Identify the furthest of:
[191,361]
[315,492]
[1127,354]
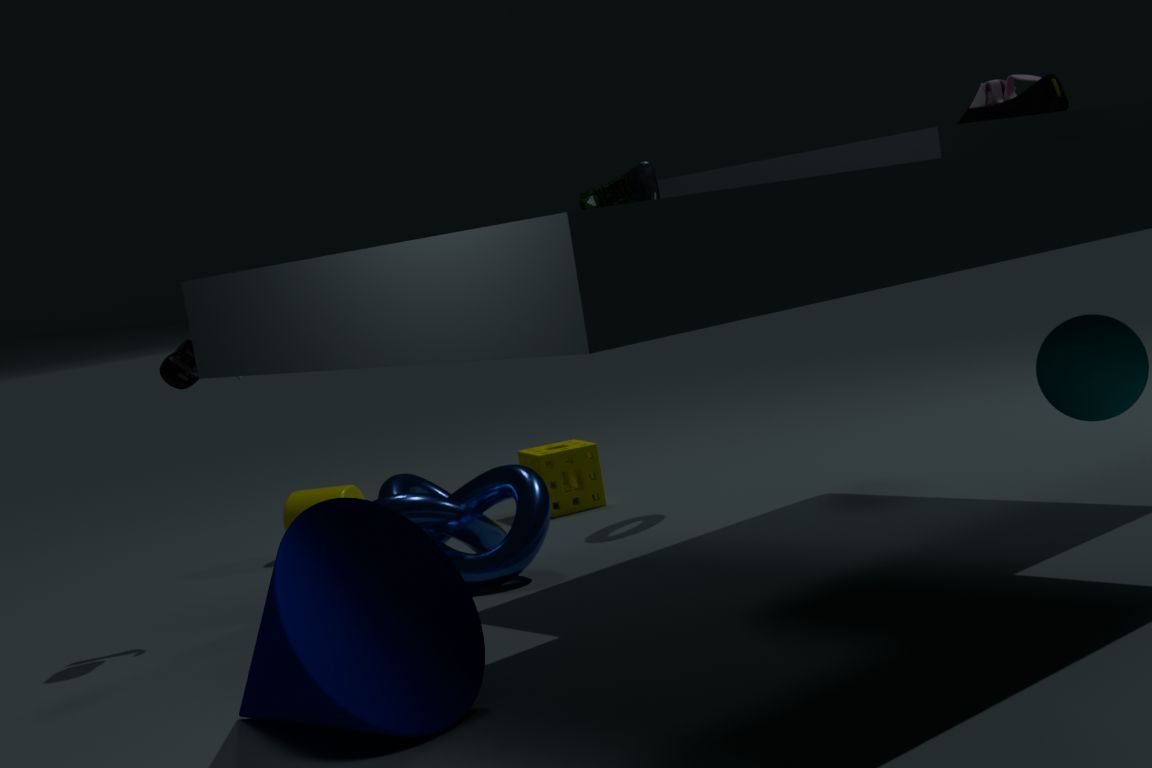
[315,492]
